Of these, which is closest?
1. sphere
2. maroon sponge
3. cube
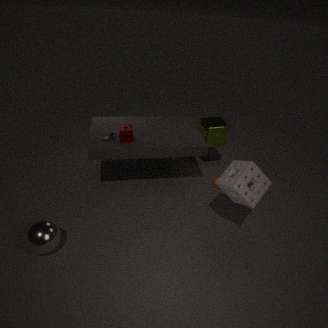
sphere
